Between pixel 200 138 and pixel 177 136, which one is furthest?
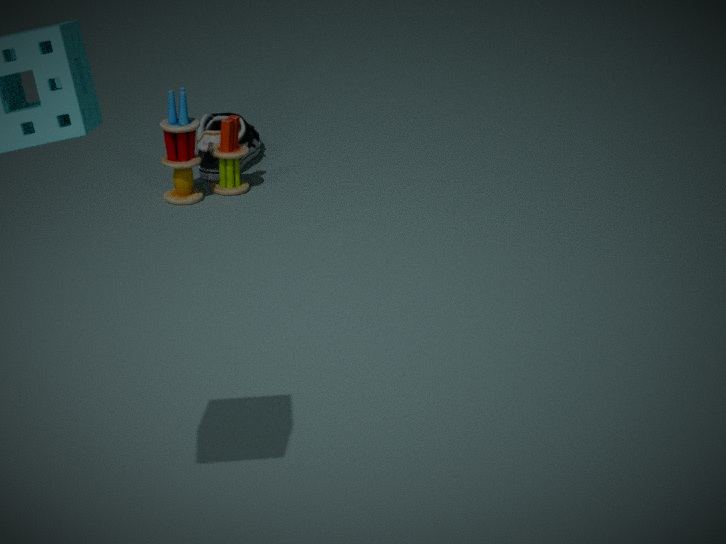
pixel 200 138
